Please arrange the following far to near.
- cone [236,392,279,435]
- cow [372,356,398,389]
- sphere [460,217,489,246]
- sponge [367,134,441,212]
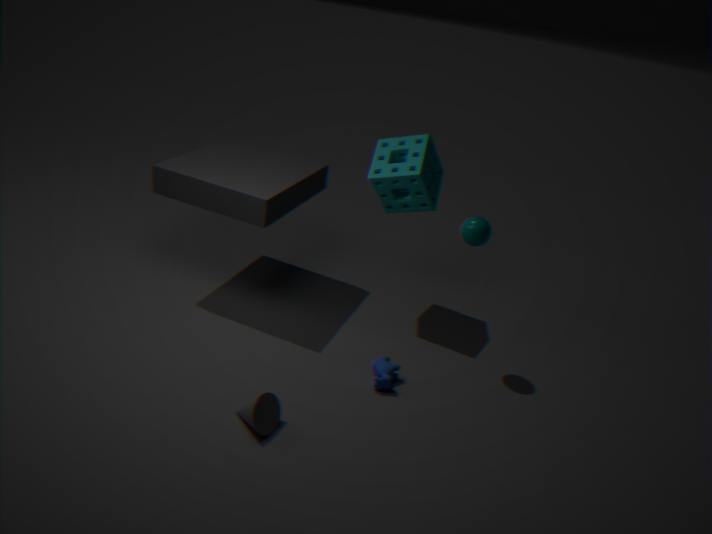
sponge [367,134,441,212], sphere [460,217,489,246], cow [372,356,398,389], cone [236,392,279,435]
